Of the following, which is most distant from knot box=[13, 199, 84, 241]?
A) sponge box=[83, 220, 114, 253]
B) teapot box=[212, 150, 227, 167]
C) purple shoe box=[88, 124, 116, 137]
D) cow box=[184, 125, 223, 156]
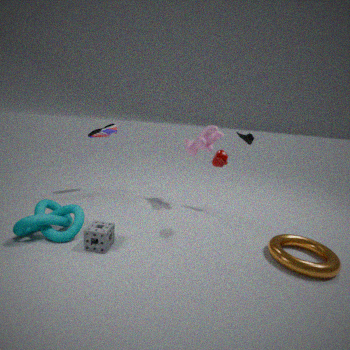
cow box=[184, 125, 223, 156]
